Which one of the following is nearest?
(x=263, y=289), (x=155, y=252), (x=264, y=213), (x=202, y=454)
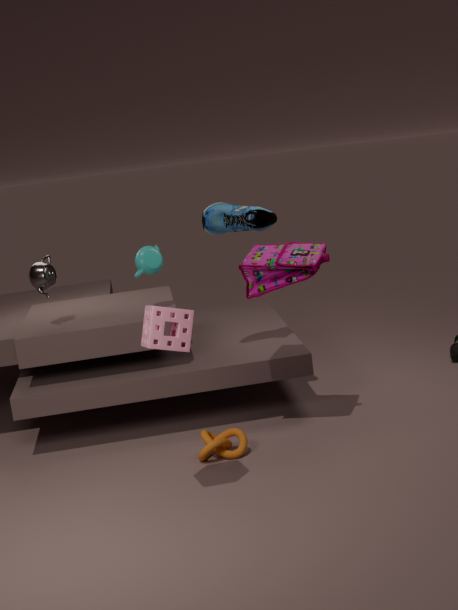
(x=202, y=454)
